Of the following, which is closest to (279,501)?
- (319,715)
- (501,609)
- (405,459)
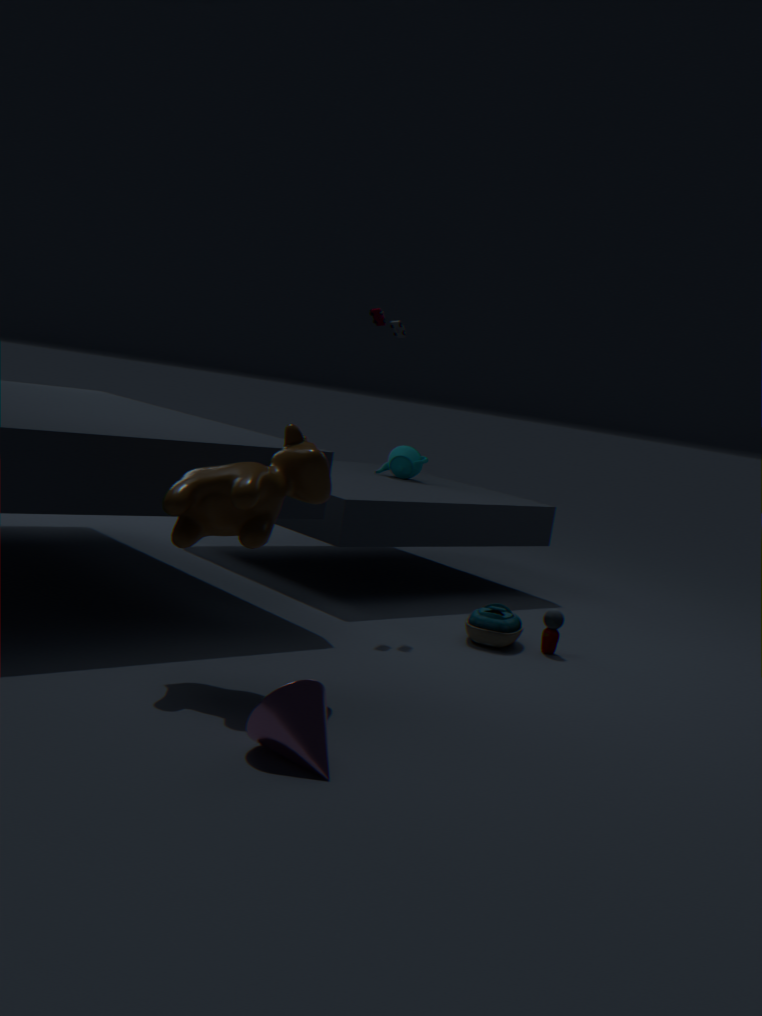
(319,715)
